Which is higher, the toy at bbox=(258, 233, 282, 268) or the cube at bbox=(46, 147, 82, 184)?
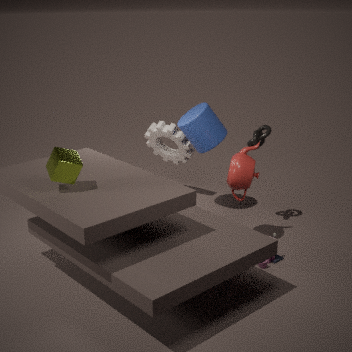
the cube at bbox=(46, 147, 82, 184)
